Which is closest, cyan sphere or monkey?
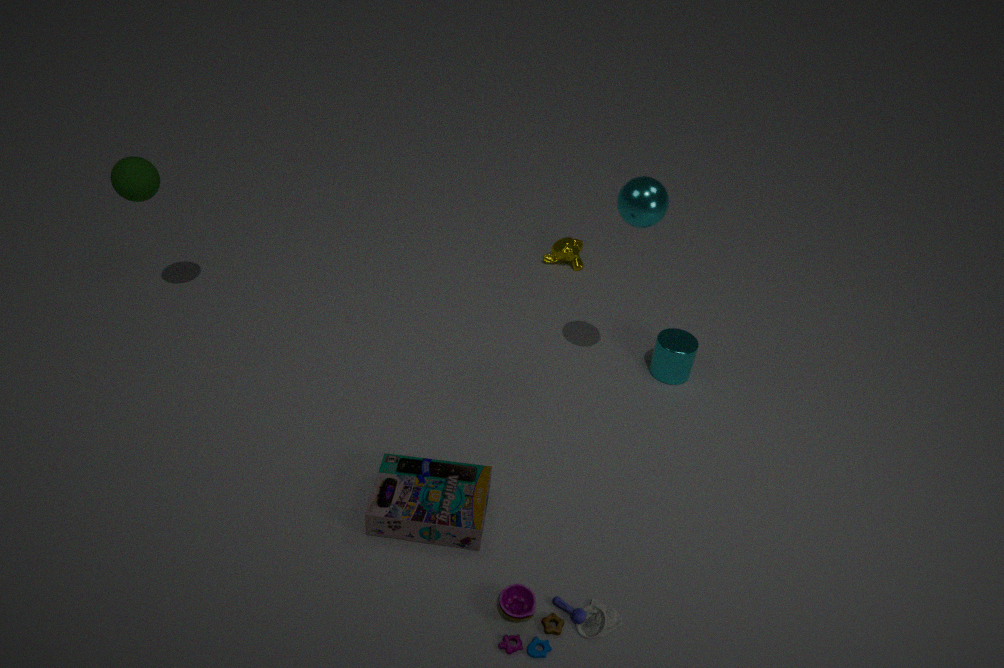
cyan sphere
